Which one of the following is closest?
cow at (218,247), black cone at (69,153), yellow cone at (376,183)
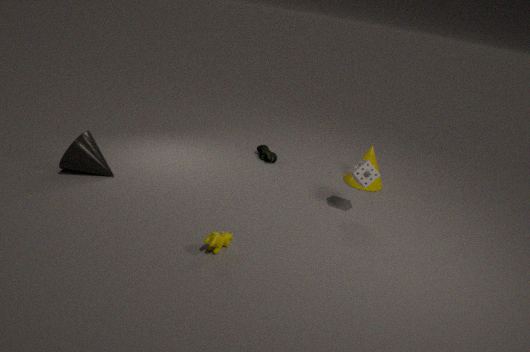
cow at (218,247)
